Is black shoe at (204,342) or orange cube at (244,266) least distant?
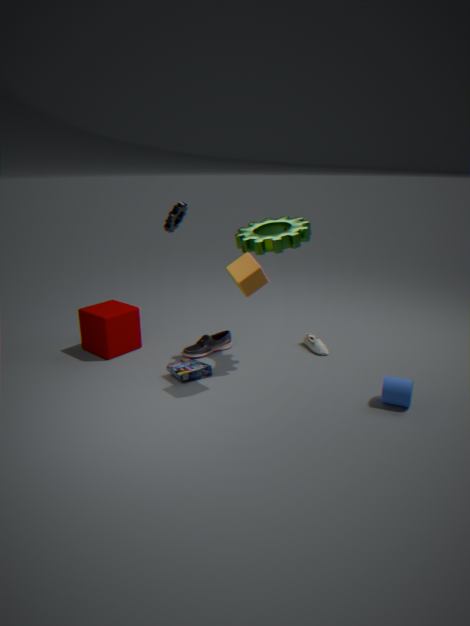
orange cube at (244,266)
